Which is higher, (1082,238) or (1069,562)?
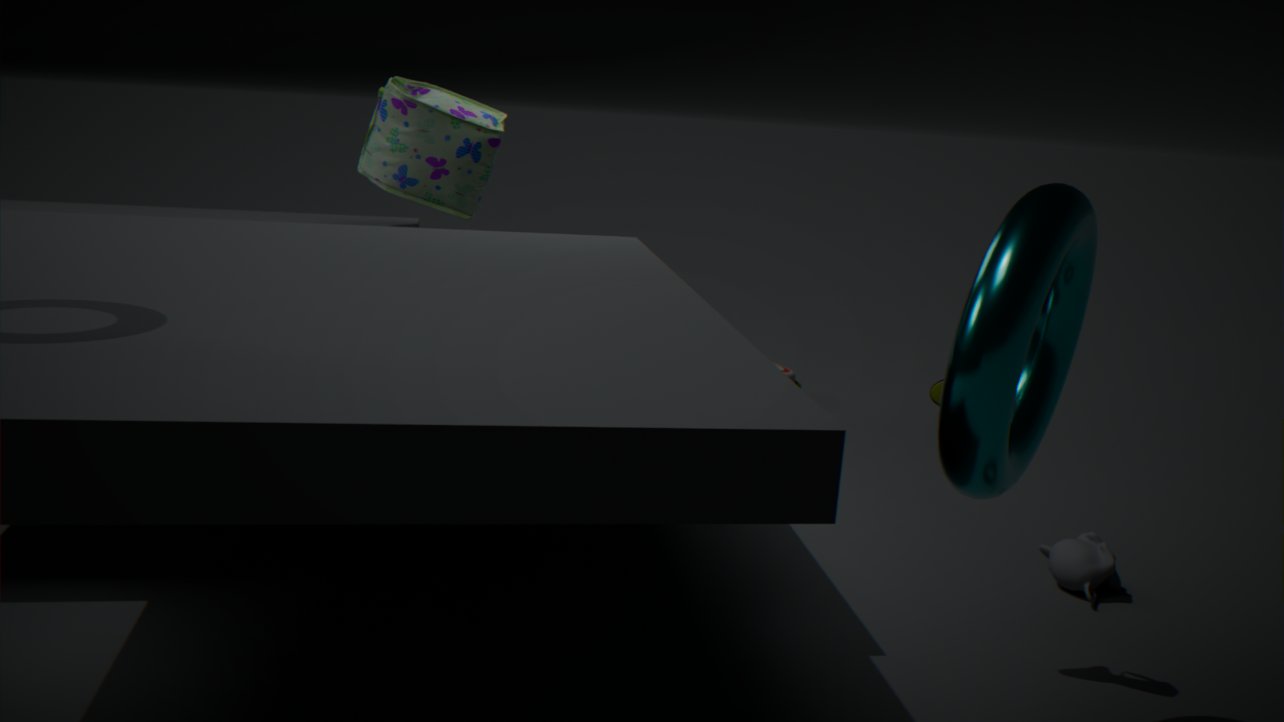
(1082,238)
